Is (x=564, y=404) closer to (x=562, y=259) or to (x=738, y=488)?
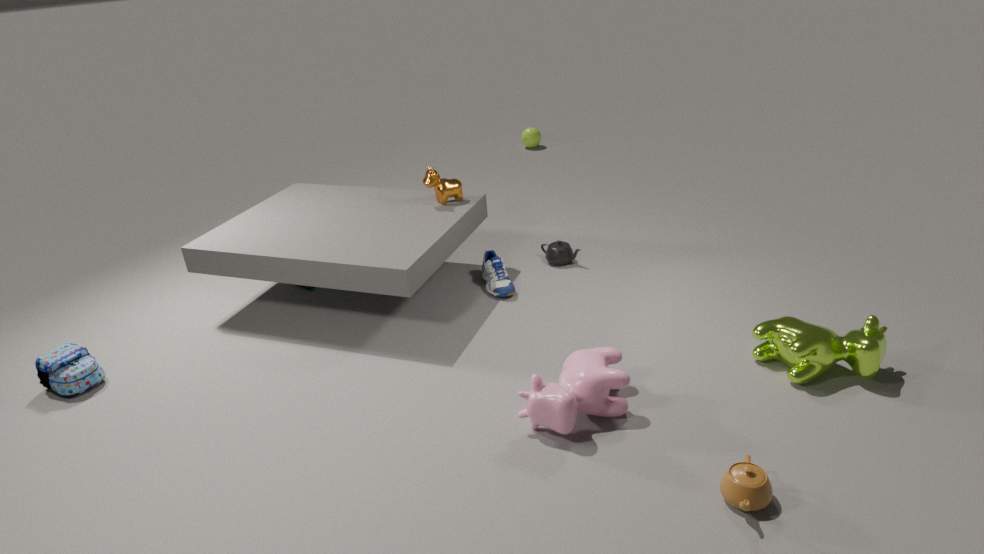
(x=738, y=488)
